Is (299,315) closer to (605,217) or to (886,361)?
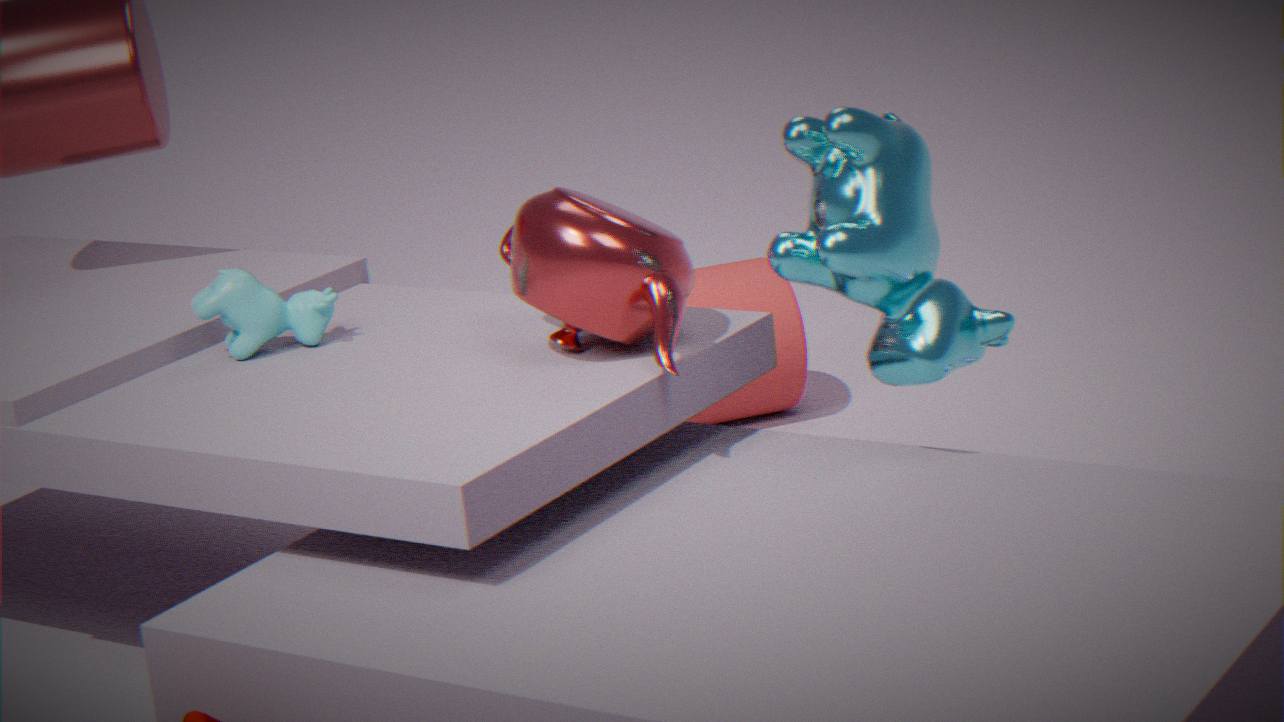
(605,217)
